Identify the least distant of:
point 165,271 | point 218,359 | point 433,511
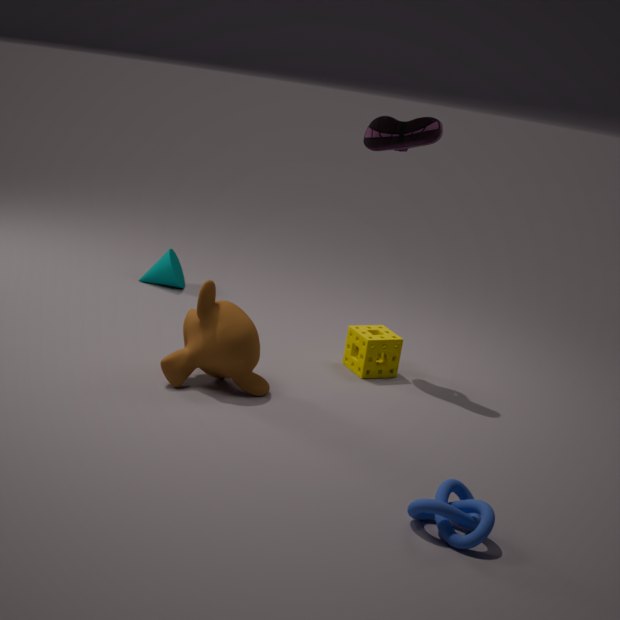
point 433,511
